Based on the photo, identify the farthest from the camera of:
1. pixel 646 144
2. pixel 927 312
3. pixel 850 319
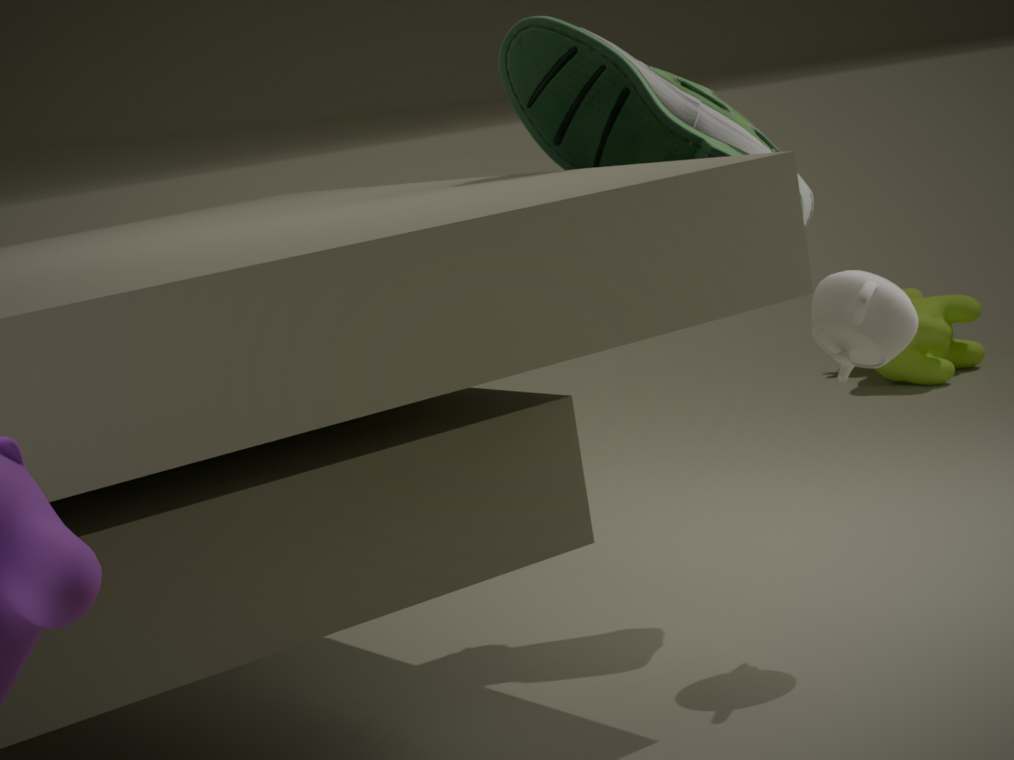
pixel 927 312
